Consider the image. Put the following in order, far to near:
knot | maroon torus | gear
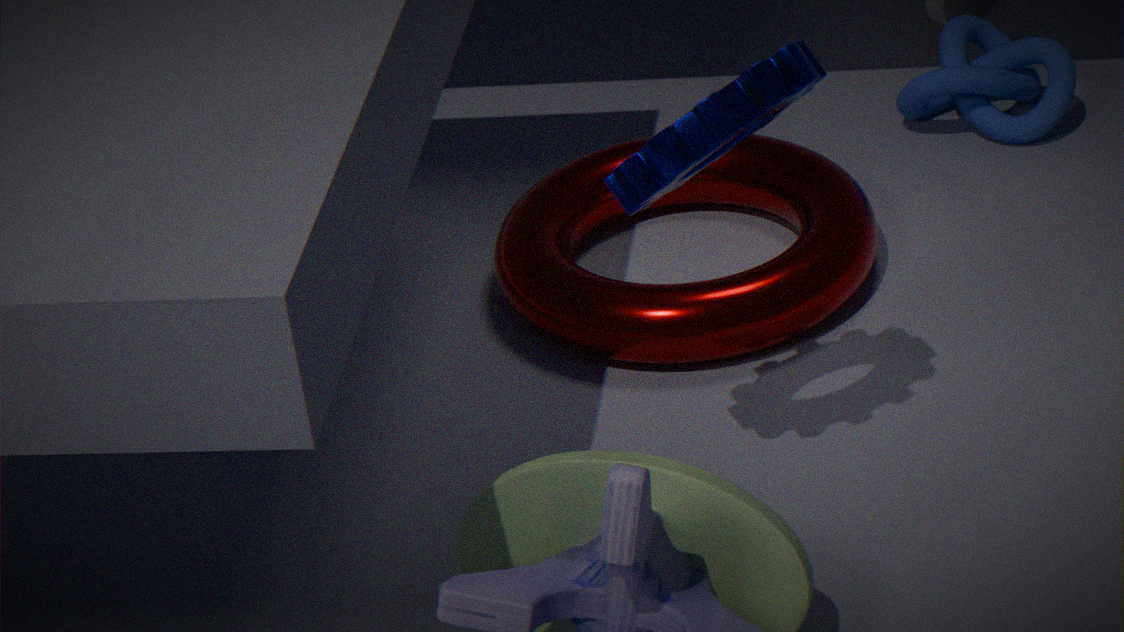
1. knot
2. maroon torus
3. gear
